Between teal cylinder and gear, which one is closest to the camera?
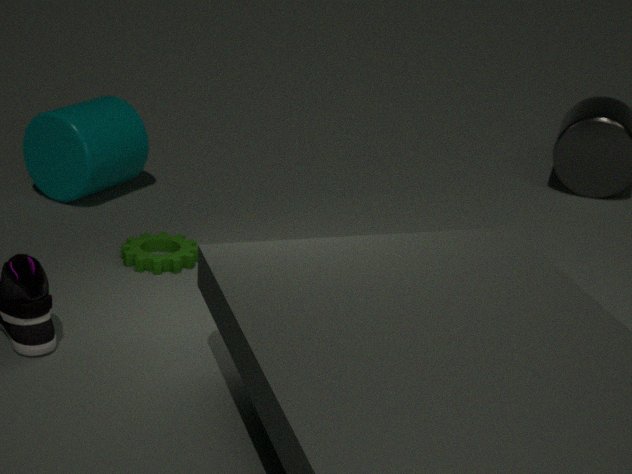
gear
